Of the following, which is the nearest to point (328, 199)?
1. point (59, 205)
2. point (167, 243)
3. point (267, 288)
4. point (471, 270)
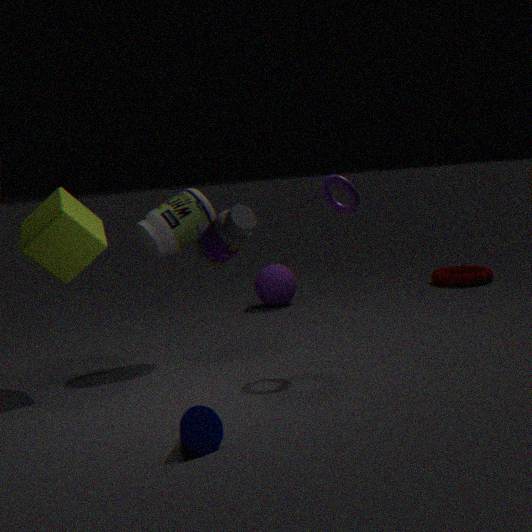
point (167, 243)
